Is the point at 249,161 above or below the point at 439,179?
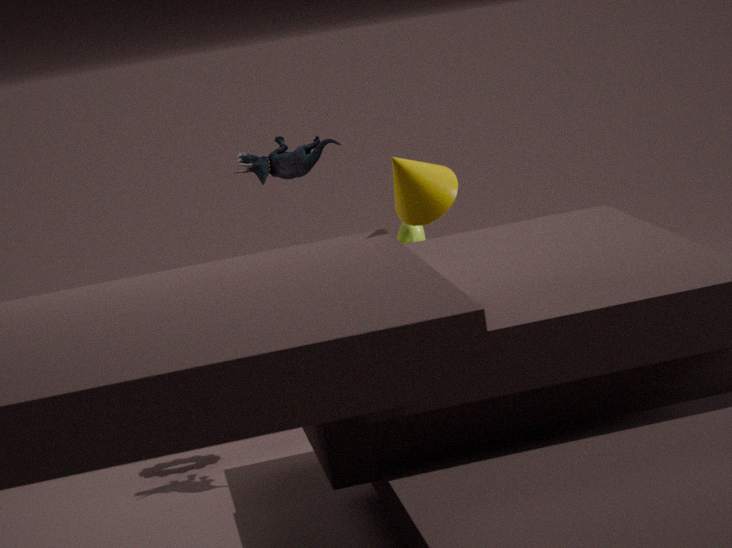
above
